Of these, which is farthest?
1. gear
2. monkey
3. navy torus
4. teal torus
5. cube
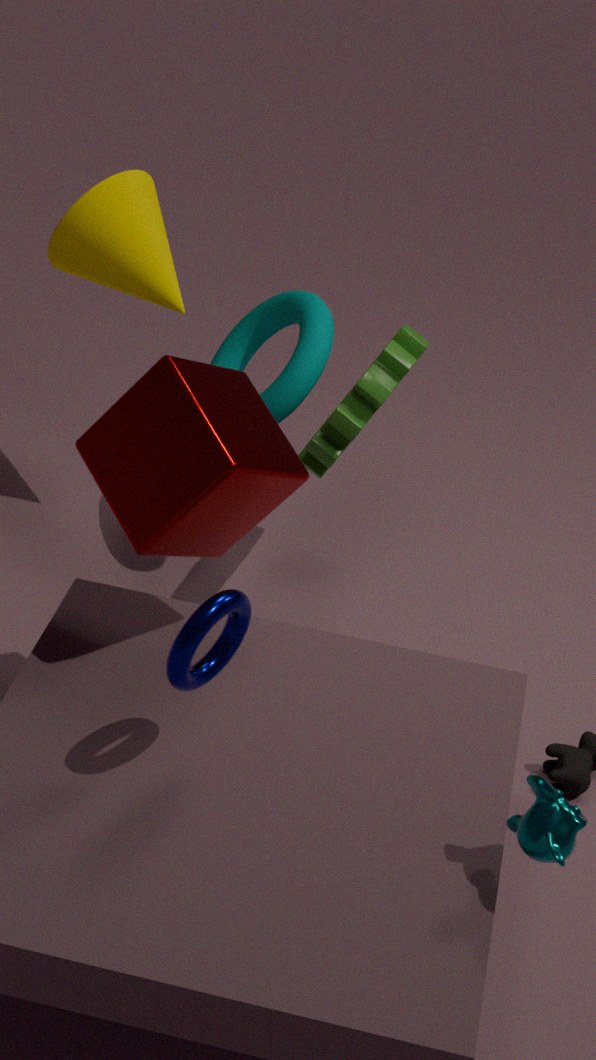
teal torus
